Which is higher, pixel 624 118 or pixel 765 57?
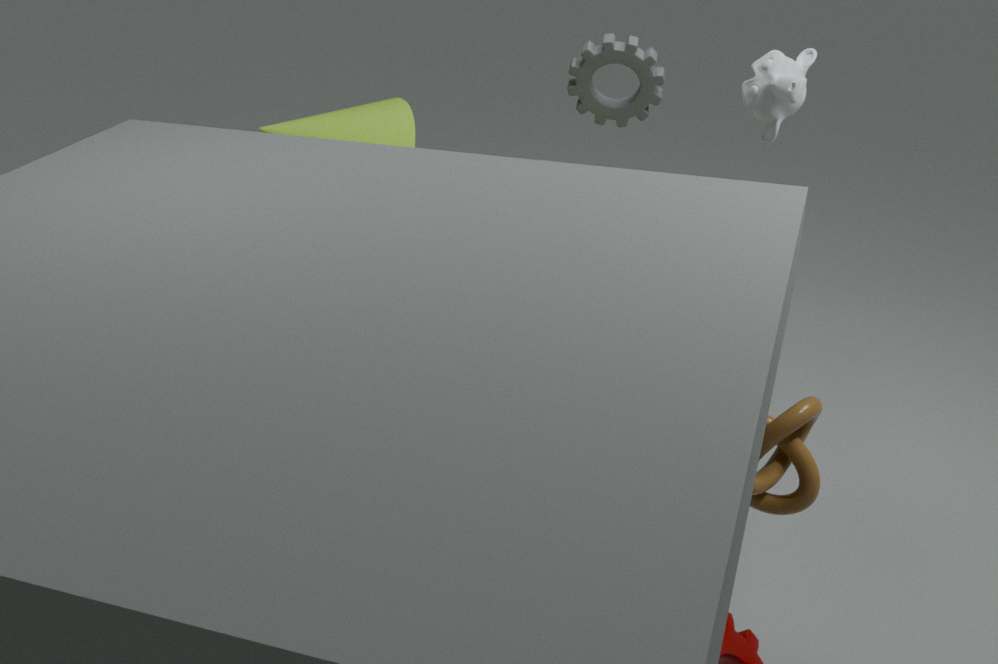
pixel 765 57
